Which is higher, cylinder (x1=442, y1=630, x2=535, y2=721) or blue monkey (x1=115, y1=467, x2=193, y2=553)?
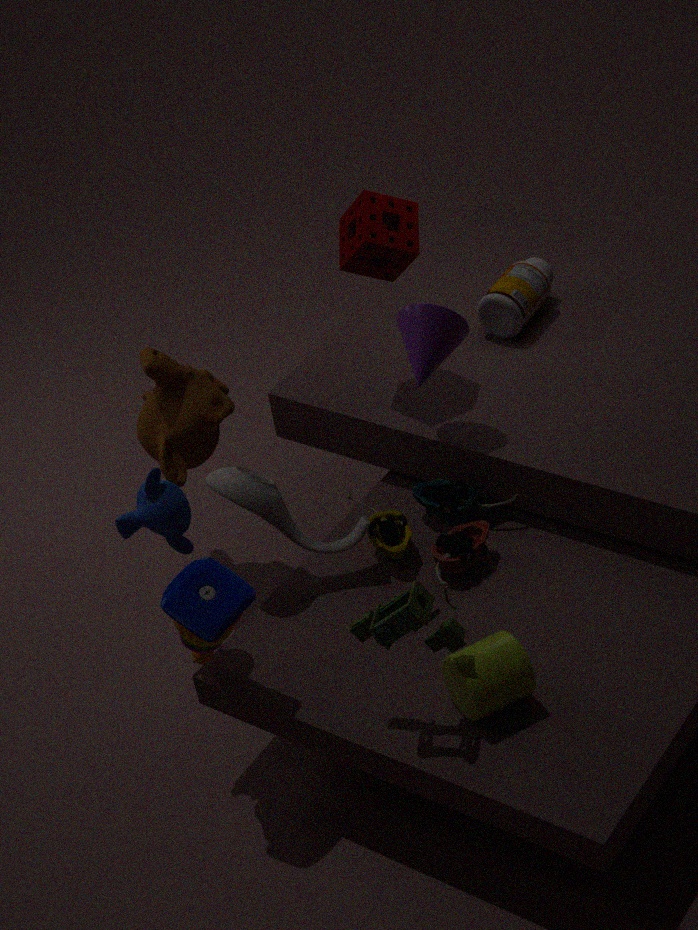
blue monkey (x1=115, y1=467, x2=193, y2=553)
